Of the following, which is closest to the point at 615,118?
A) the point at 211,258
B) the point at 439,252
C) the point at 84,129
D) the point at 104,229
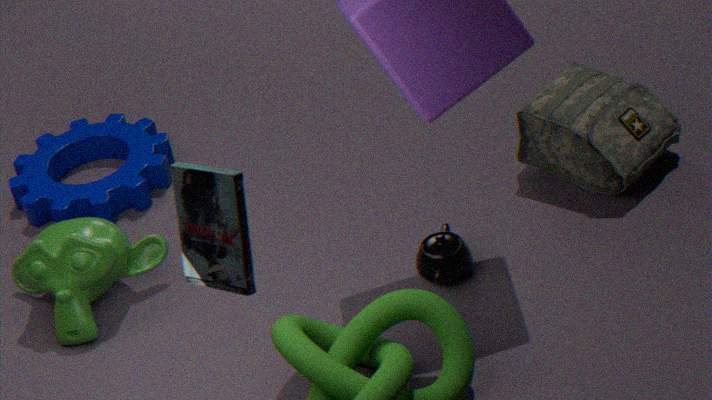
the point at 439,252
